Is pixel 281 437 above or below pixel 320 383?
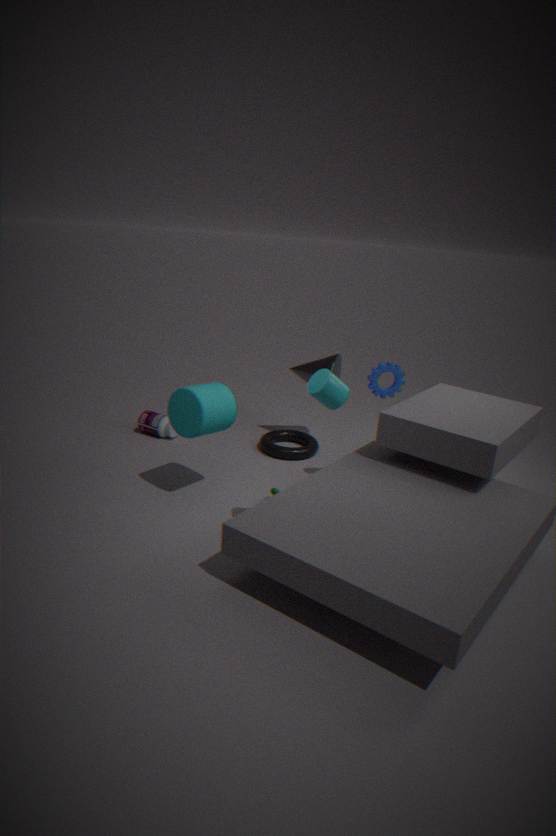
below
